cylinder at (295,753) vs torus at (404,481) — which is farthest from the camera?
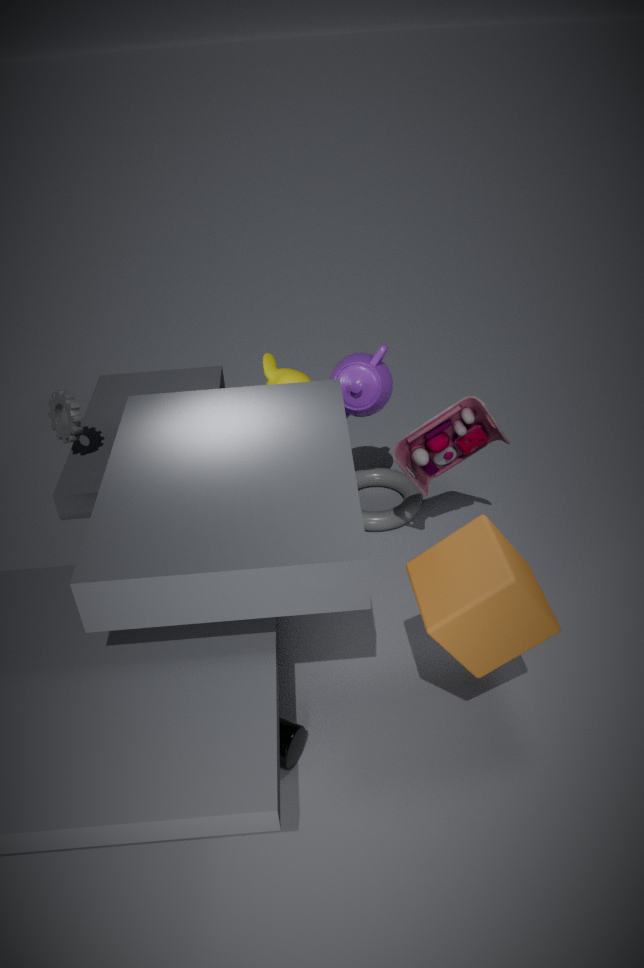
torus at (404,481)
